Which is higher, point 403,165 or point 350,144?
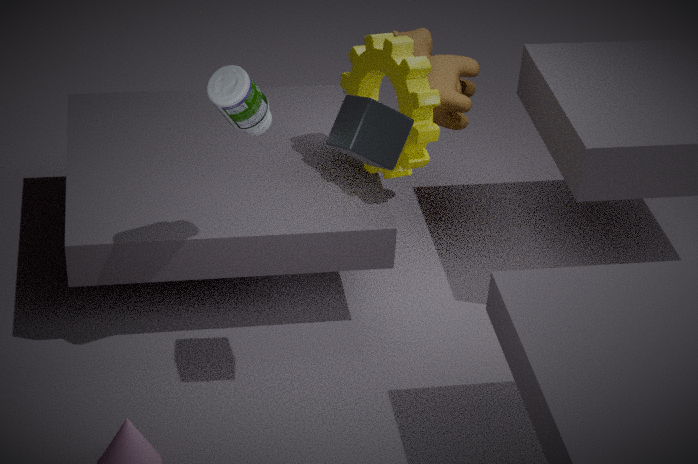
point 350,144
